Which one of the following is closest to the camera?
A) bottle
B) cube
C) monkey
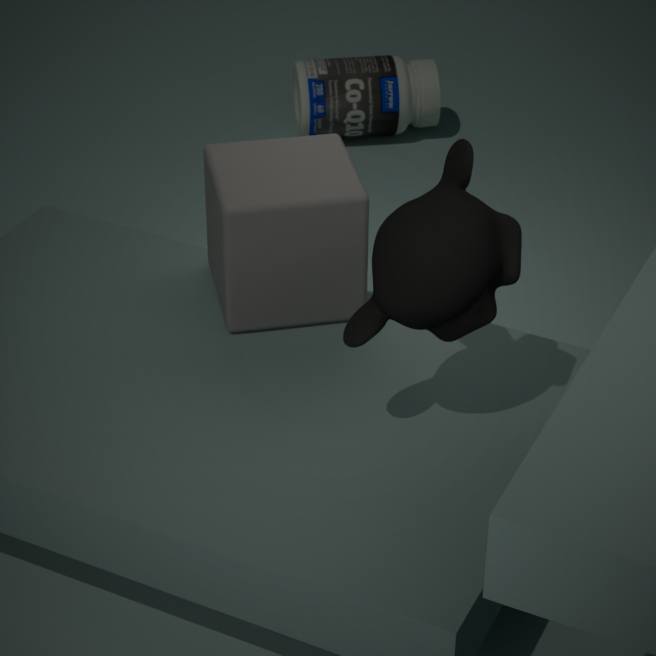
monkey
